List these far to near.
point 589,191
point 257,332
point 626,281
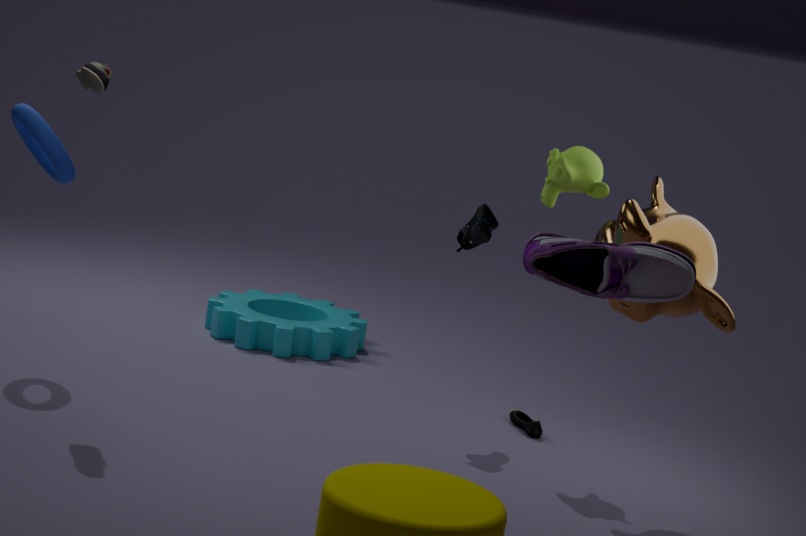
point 257,332 → point 589,191 → point 626,281
